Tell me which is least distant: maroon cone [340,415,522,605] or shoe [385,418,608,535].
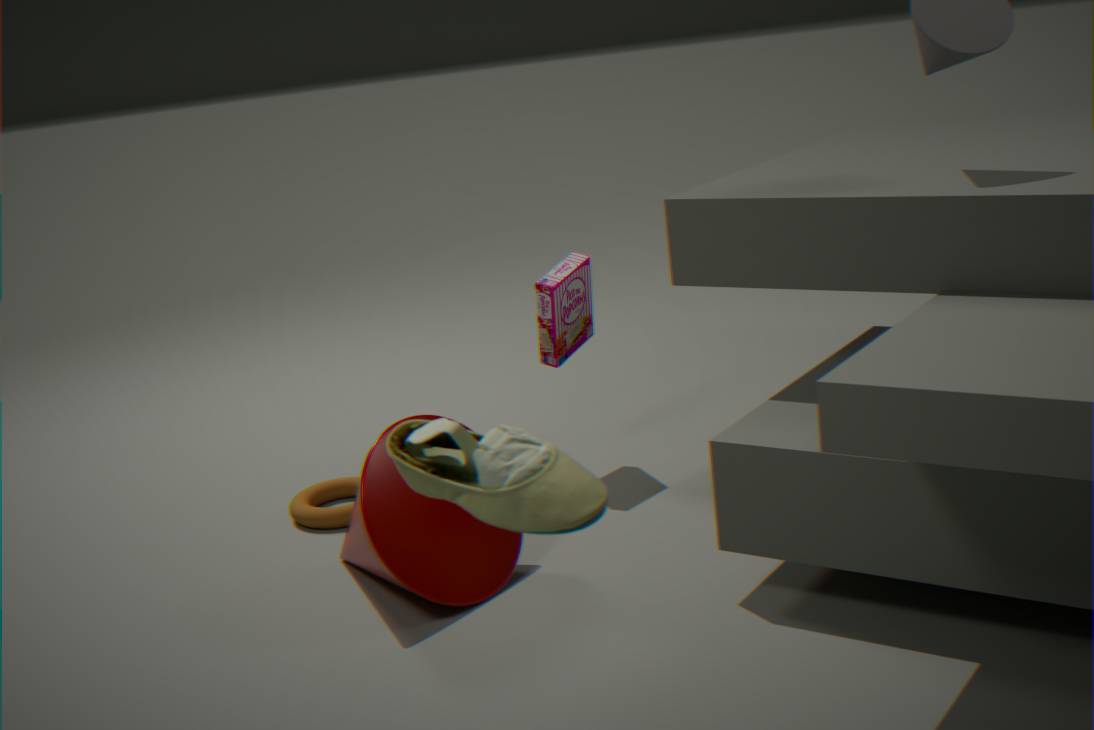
shoe [385,418,608,535]
